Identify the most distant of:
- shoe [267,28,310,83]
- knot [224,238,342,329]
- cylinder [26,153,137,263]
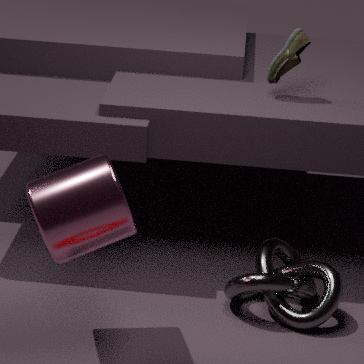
shoe [267,28,310,83]
